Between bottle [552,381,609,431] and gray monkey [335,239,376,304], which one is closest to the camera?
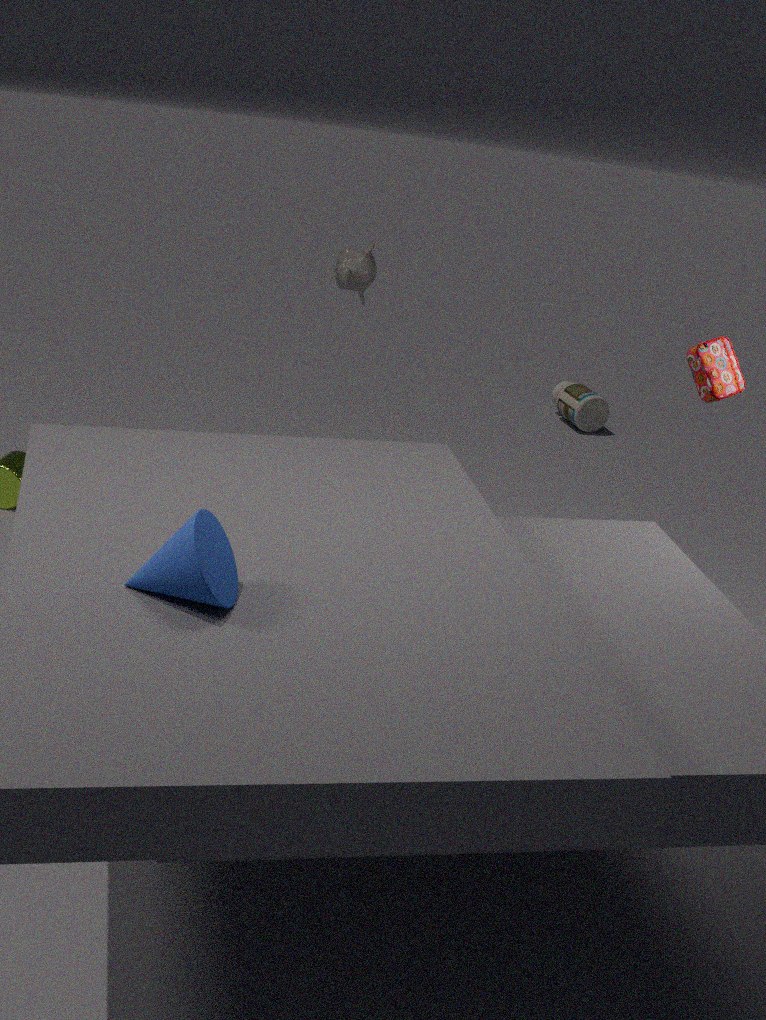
gray monkey [335,239,376,304]
